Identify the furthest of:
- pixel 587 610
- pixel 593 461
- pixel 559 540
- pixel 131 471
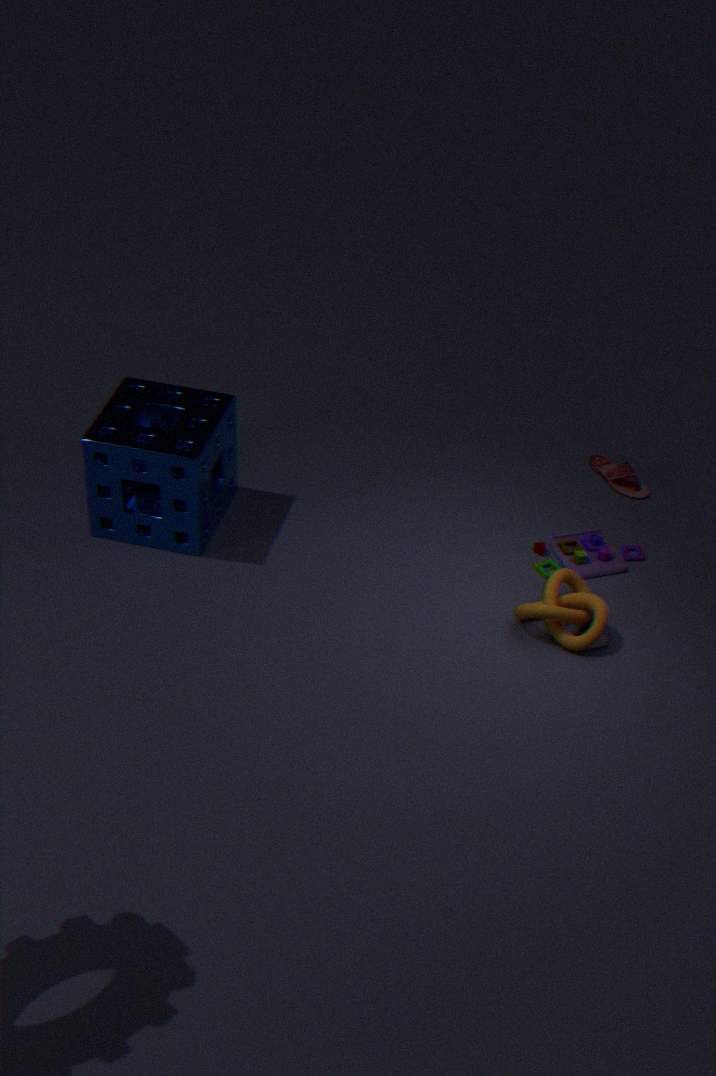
pixel 593 461
